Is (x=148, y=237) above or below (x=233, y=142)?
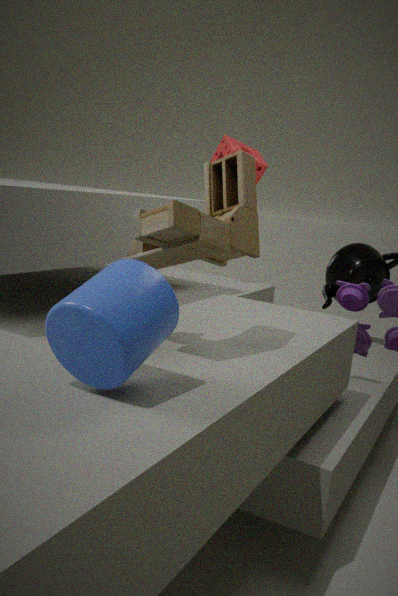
below
